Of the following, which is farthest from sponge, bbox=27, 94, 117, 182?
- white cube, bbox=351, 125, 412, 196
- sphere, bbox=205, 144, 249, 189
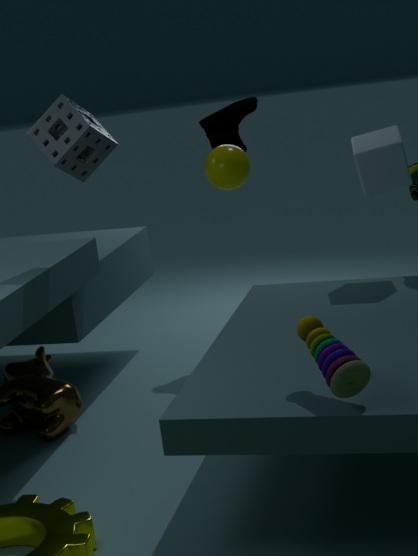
white cube, bbox=351, 125, 412, 196
